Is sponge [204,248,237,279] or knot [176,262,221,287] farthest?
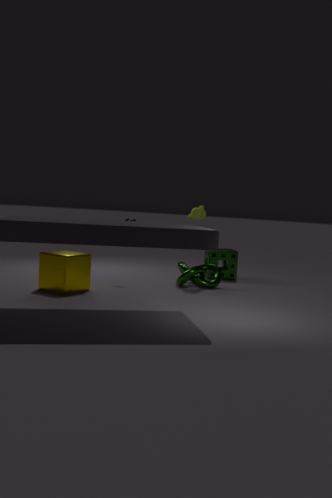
sponge [204,248,237,279]
